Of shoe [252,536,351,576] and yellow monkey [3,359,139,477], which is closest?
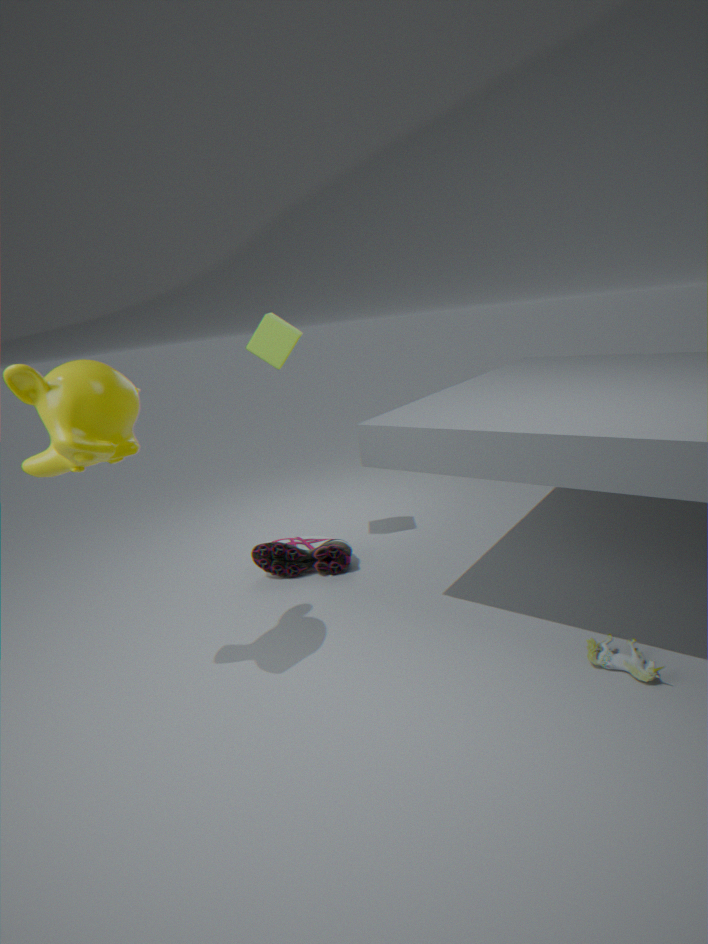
yellow monkey [3,359,139,477]
